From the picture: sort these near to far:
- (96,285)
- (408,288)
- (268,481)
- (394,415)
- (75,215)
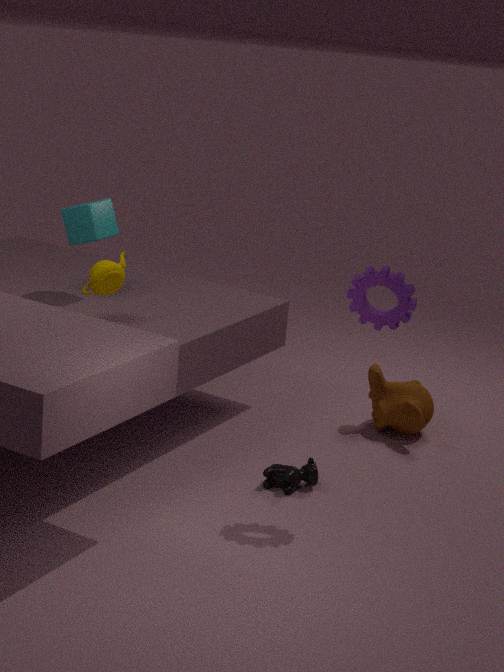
(408,288) < (268,481) < (96,285) < (75,215) < (394,415)
